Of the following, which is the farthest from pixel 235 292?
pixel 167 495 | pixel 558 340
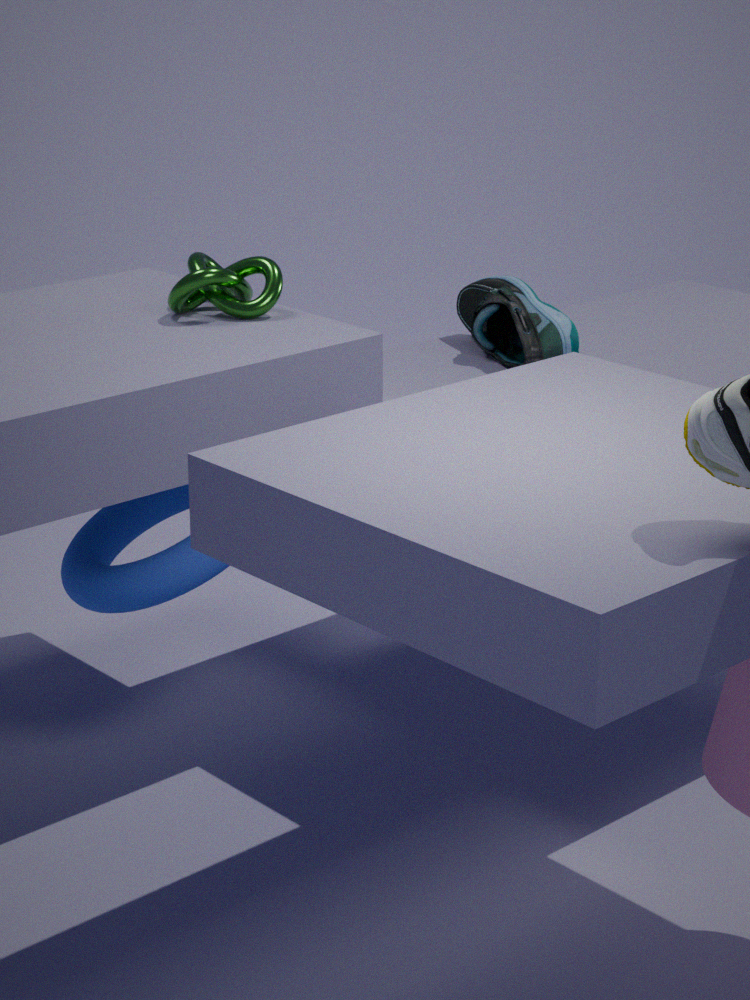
pixel 558 340
